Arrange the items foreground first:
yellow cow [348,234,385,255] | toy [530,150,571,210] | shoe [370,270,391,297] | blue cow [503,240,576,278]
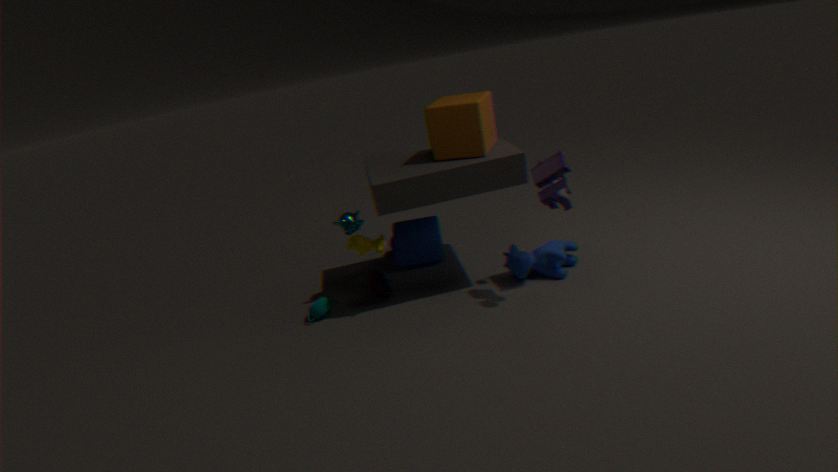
toy [530,150,571,210] < yellow cow [348,234,385,255] < blue cow [503,240,576,278] < shoe [370,270,391,297]
